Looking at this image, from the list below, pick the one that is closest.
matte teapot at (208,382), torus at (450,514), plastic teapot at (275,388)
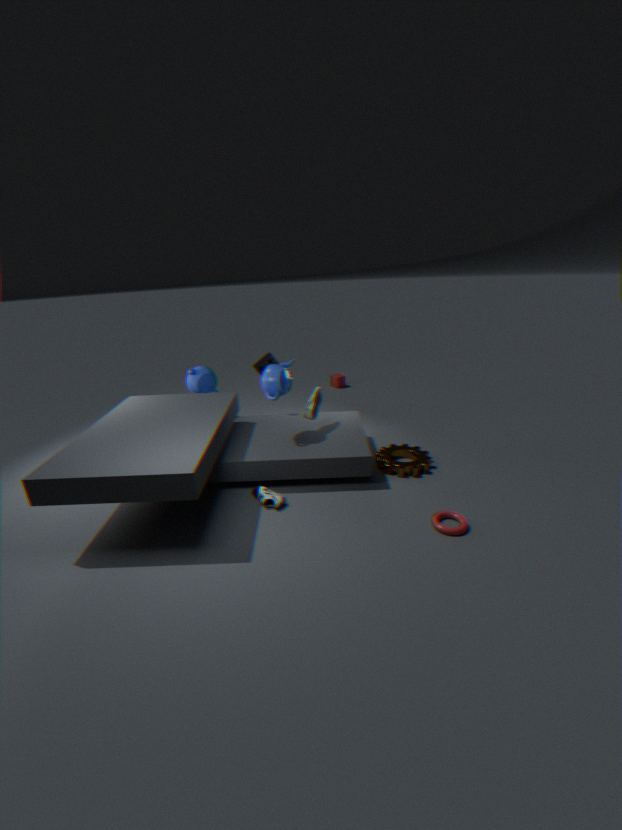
torus at (450,514)
